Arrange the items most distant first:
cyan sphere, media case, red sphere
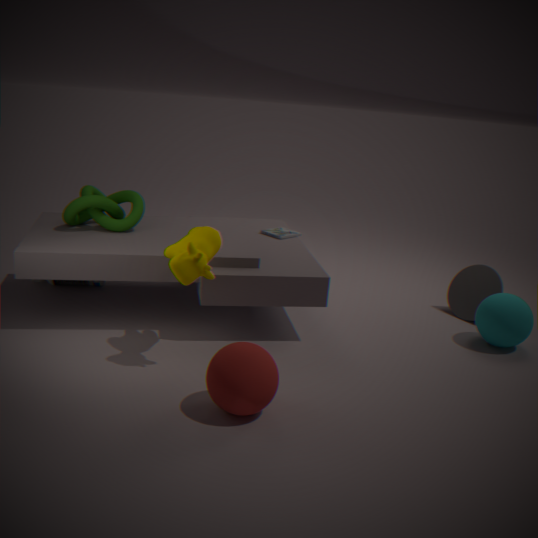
media case
cyan sphere
red sphere
